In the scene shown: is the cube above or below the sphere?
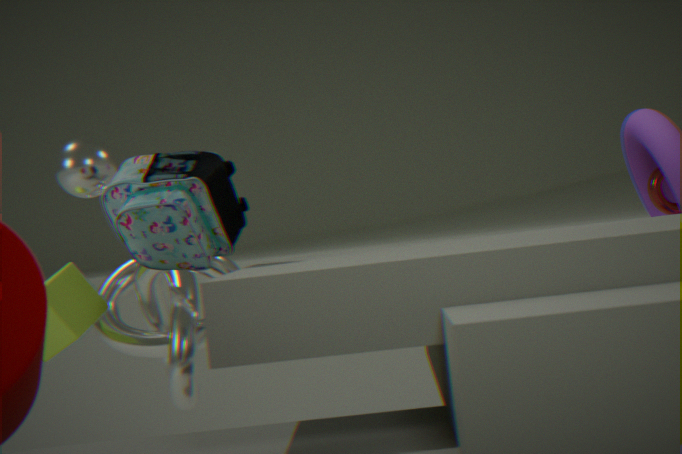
below
